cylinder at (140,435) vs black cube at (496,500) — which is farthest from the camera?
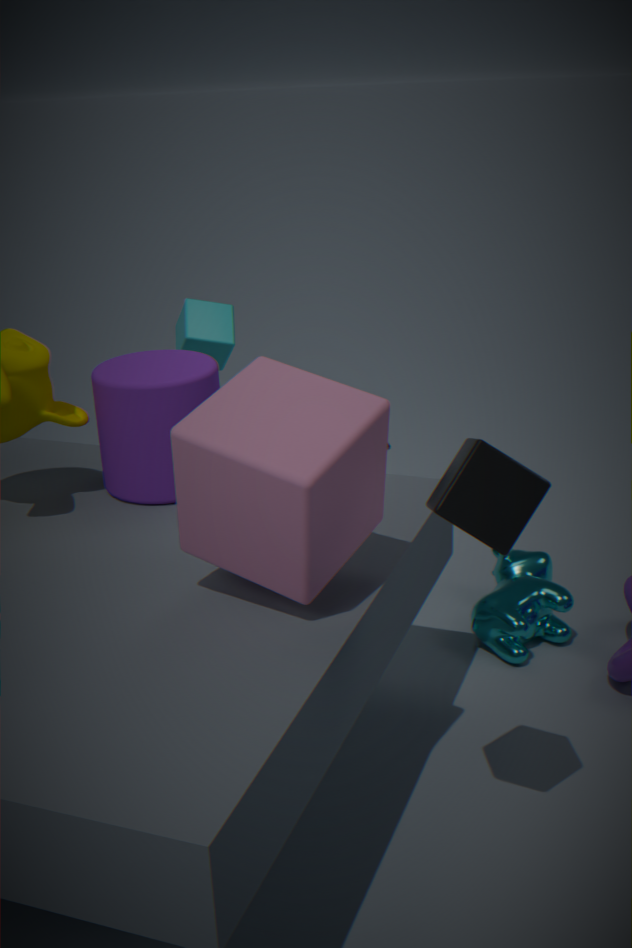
cylinder at (140,435)
